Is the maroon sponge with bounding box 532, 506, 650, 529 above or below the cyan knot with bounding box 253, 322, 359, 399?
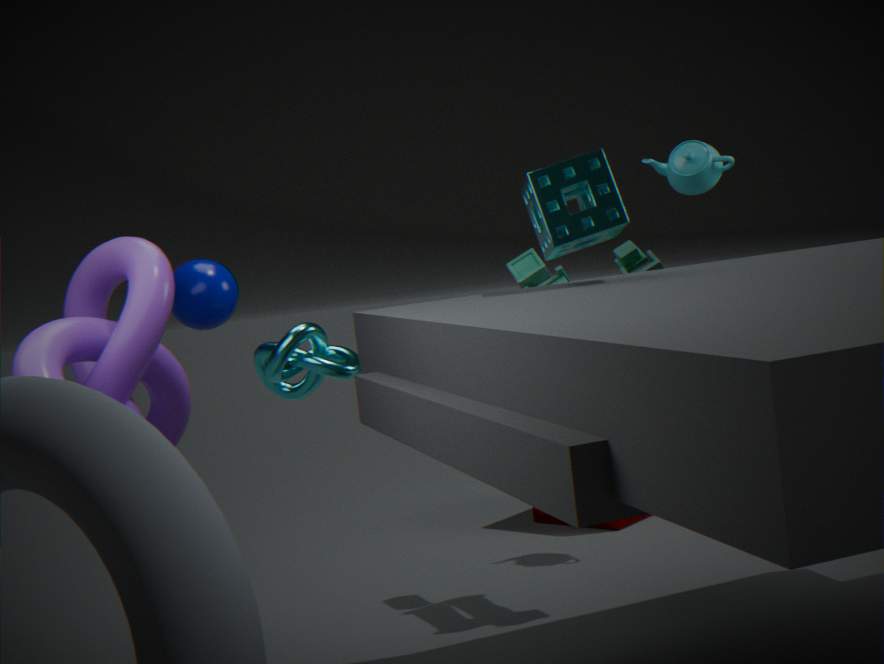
below
